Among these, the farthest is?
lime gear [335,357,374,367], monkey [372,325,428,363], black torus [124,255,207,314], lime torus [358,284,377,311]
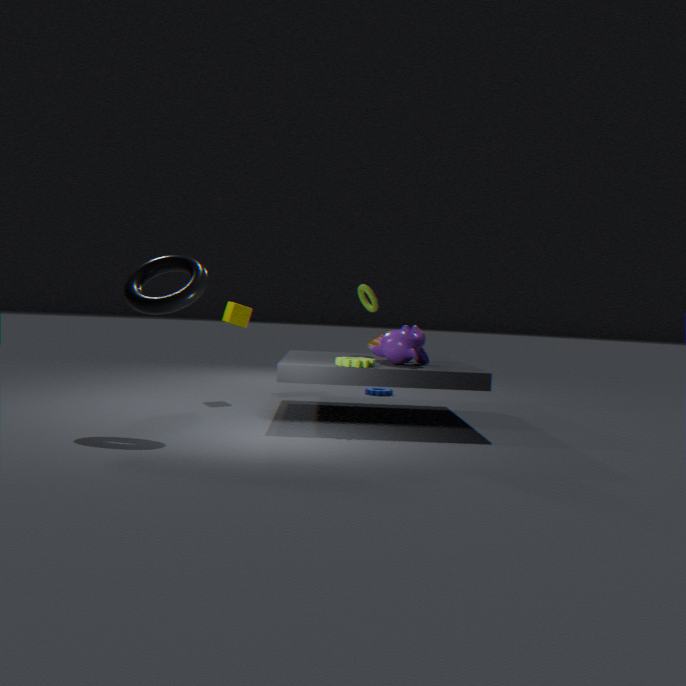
lime torus [358,284,377,311]
